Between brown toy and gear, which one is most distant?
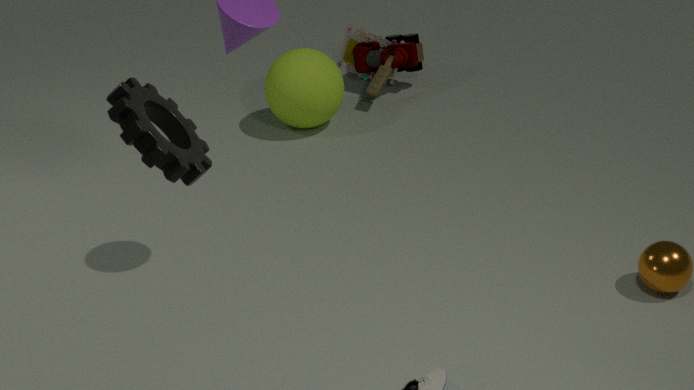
brown toy
